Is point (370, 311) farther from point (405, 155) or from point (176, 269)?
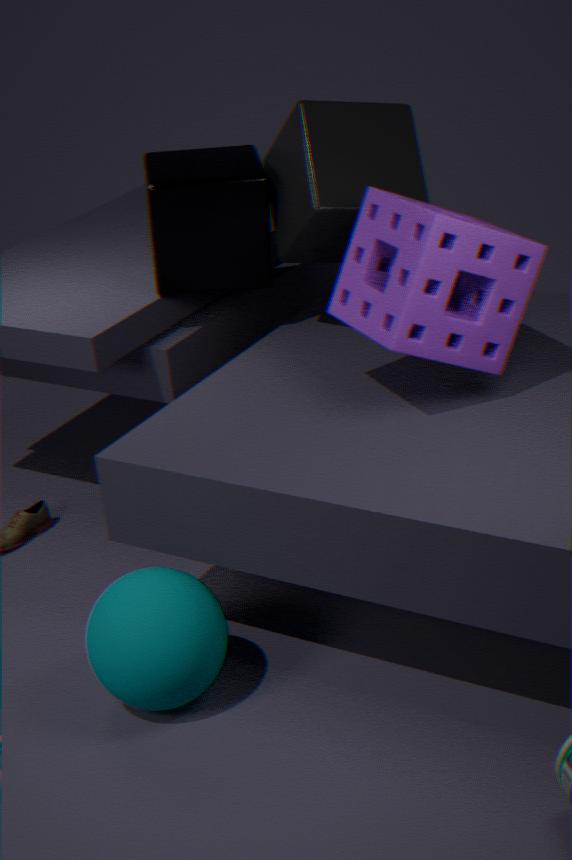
point (176, 269)
